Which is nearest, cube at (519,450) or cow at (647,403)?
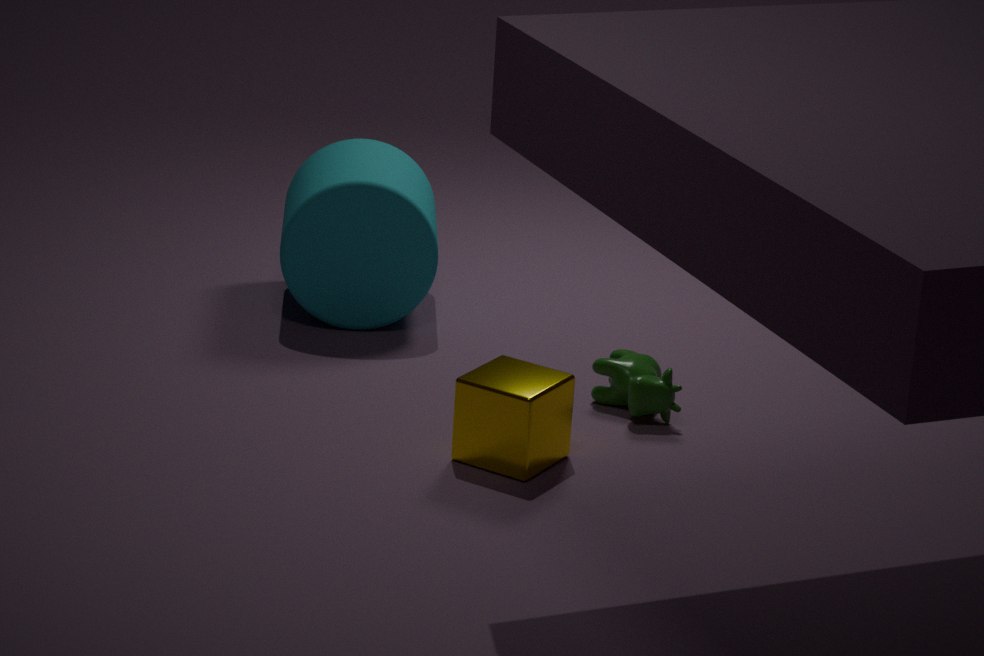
cube at (519,450)
